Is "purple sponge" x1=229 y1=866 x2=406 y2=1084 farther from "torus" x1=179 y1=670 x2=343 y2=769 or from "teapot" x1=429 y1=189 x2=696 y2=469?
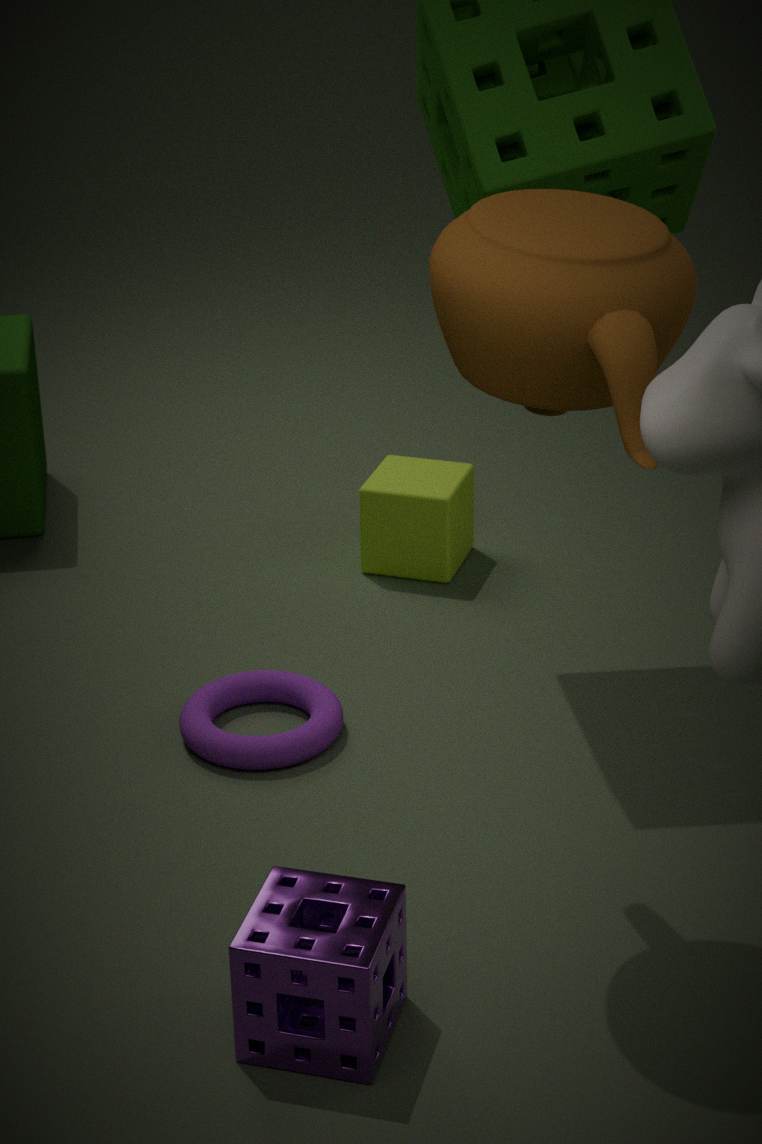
"teapot" x1=429 y1=189 x2=696 y2=469
